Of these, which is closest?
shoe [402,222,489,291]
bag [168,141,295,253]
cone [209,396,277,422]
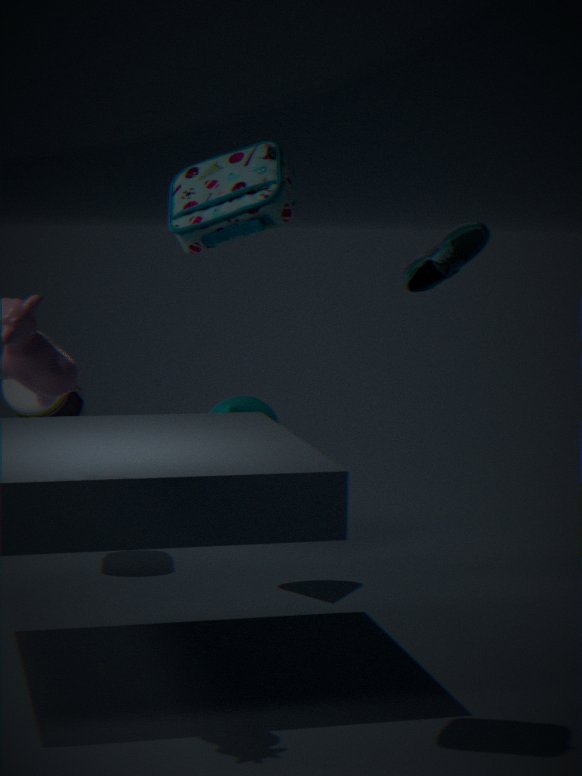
bag [168,141,295,253]
